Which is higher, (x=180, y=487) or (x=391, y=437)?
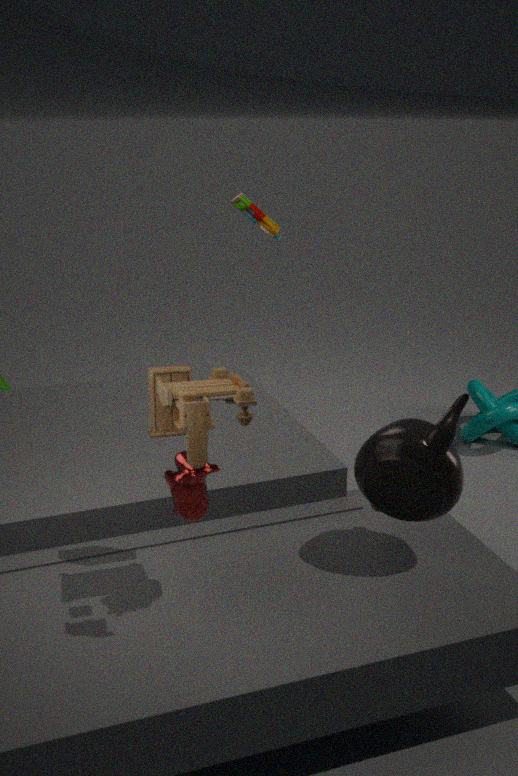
(x=180, y=487)
